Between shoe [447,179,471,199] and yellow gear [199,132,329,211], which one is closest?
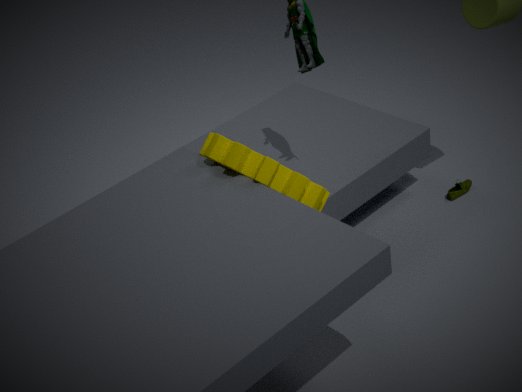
yellow gear [199,132,329,211]
